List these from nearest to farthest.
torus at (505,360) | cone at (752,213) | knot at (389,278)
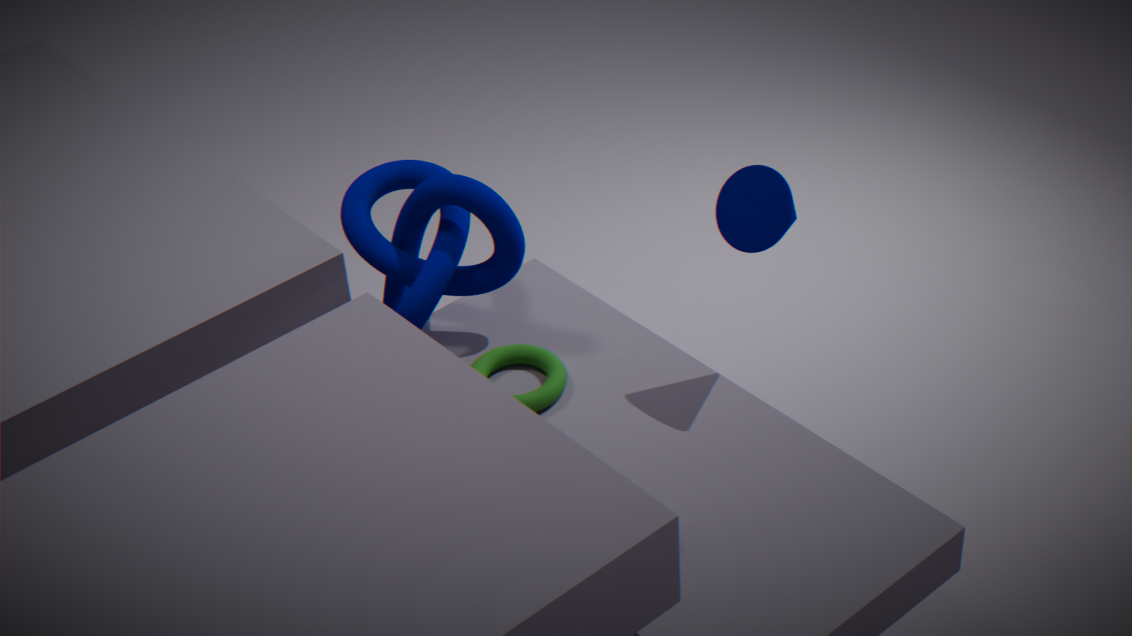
cone at (752,213) < torus at (505,360) < knot at (389,278)
